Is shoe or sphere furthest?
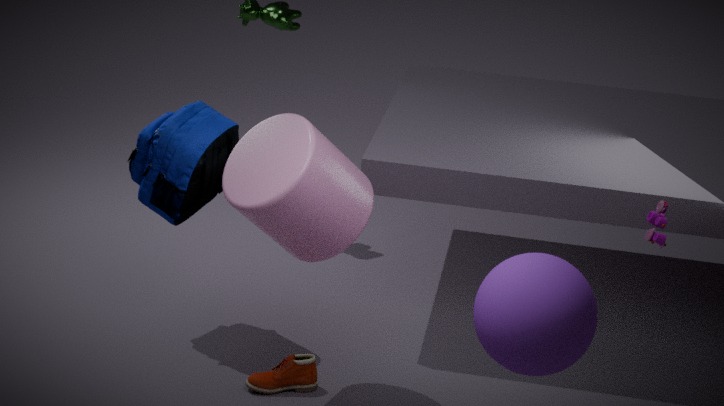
shoe
